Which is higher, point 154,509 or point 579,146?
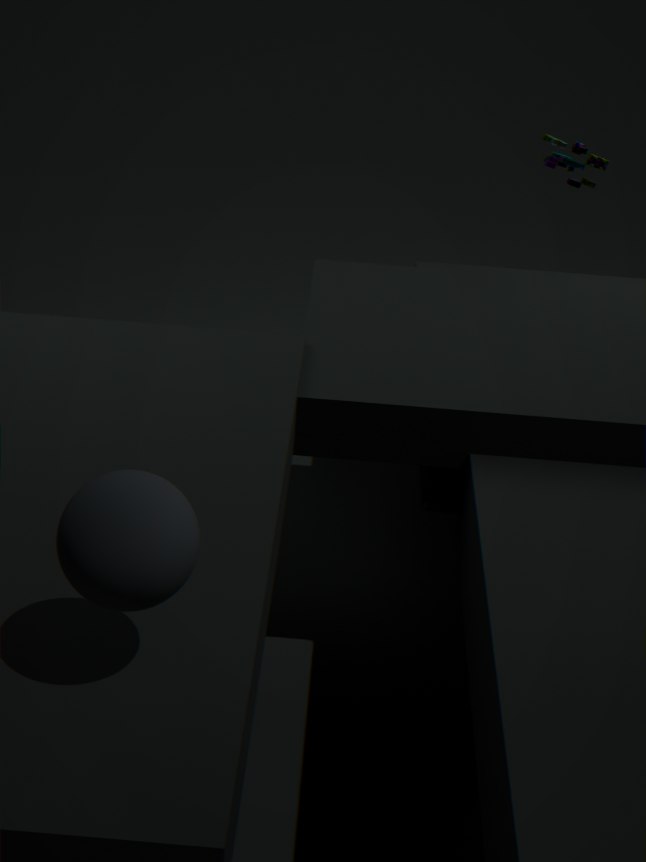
point 579,146
